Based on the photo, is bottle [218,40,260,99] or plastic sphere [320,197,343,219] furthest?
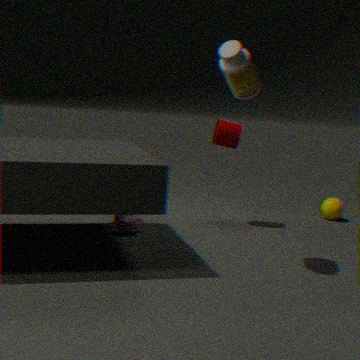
plastic sphere [320,197,343,219]
